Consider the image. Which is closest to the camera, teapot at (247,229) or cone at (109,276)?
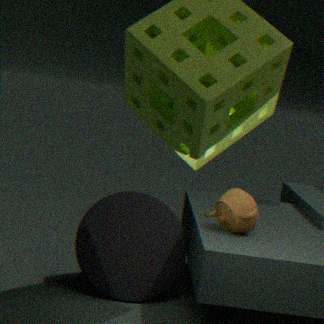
teapot at (247,229)
